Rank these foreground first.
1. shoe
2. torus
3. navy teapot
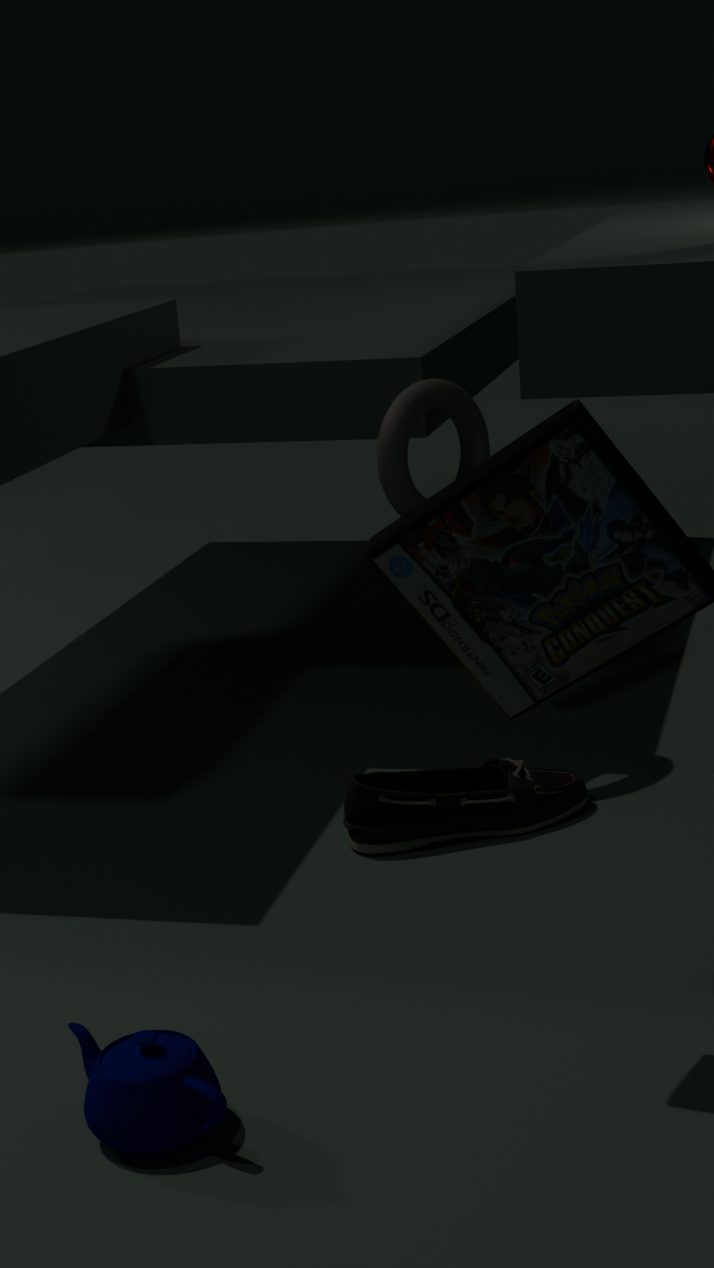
navy teapot < shoe < torus
